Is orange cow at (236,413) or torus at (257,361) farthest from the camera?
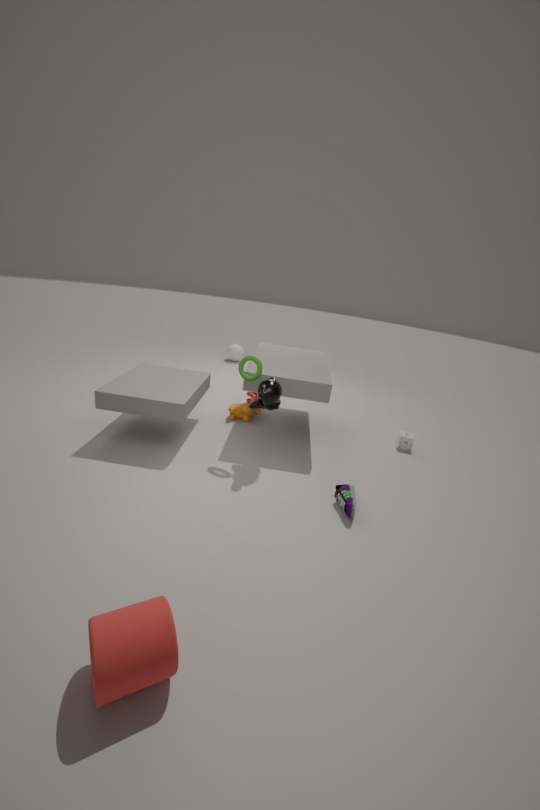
orange cow at (236,413)
